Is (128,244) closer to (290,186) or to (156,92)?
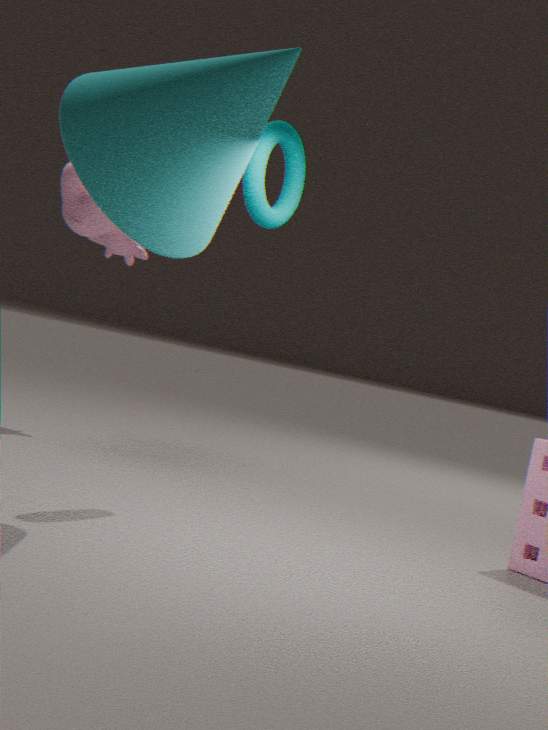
(290,186)
